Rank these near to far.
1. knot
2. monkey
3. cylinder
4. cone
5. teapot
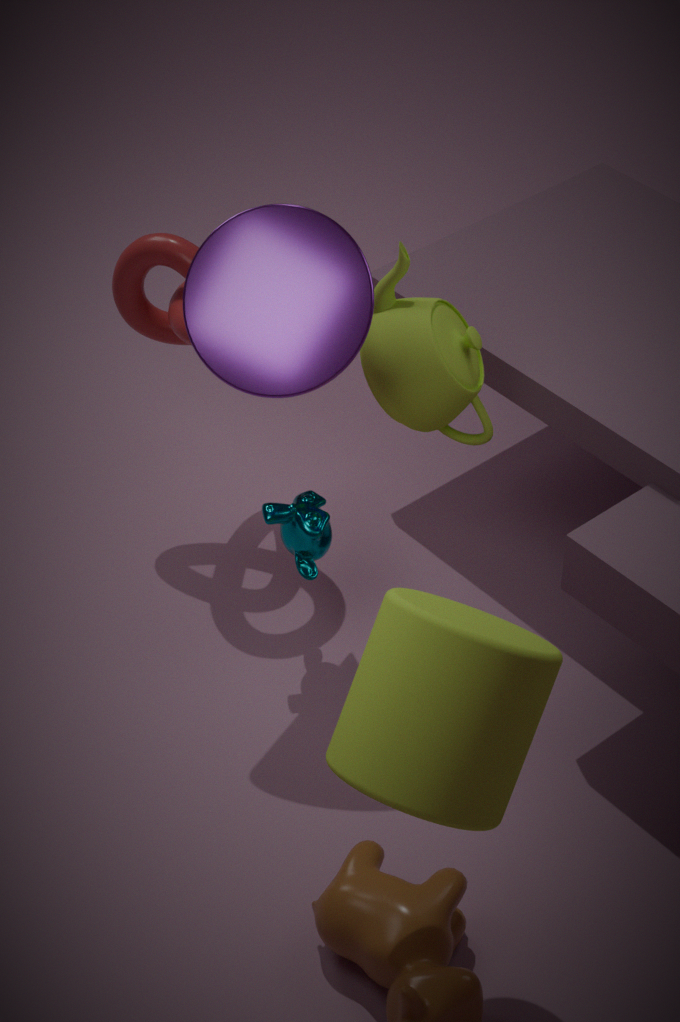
cylinder
cone
teapot
monkey
knot
